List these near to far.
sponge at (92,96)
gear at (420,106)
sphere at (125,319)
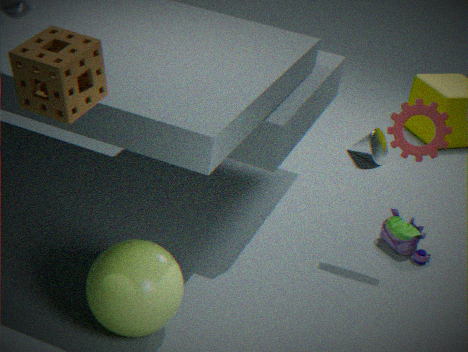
sponge at (92,96)
sphere at (125,319)
gear at (420,106)
